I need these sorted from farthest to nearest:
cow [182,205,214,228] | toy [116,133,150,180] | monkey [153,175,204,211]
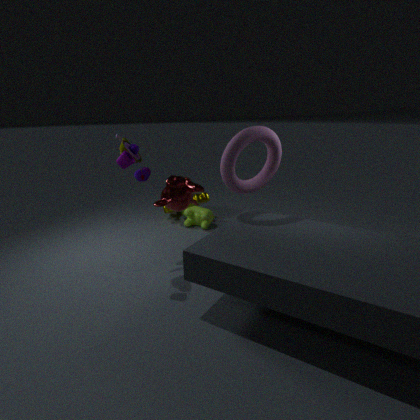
cow [182,205,214,228] < monkey [153,175,204,211] < toy [116,133,150,180]
